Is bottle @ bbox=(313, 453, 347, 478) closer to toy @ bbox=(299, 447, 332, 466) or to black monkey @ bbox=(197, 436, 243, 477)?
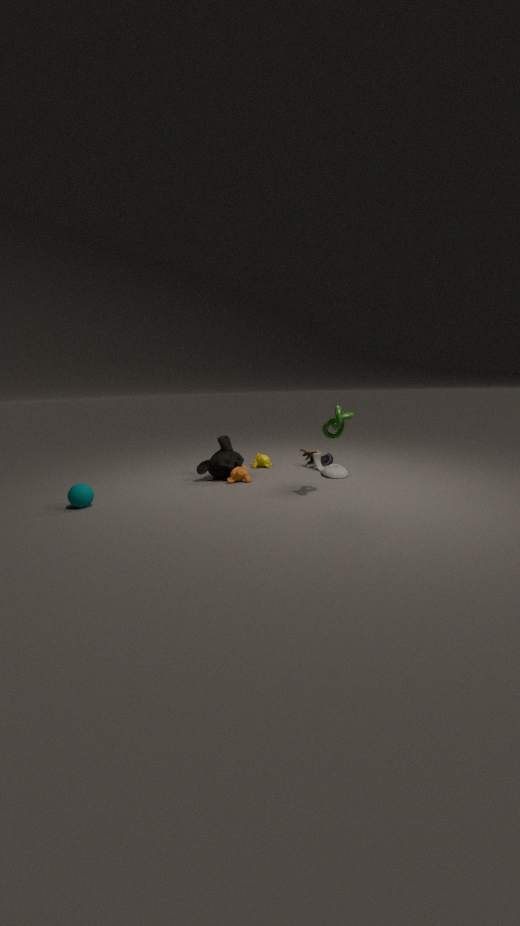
toy @ bbox=(299, 447, 332, 466)
